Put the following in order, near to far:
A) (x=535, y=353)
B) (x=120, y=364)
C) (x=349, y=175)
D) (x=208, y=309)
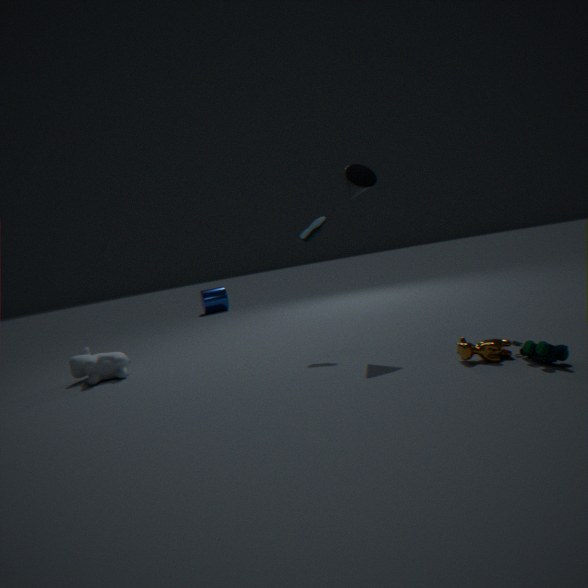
(x=535, y=353), (x=349, y=175), (x=120, y=364), (x=208, y=309)
